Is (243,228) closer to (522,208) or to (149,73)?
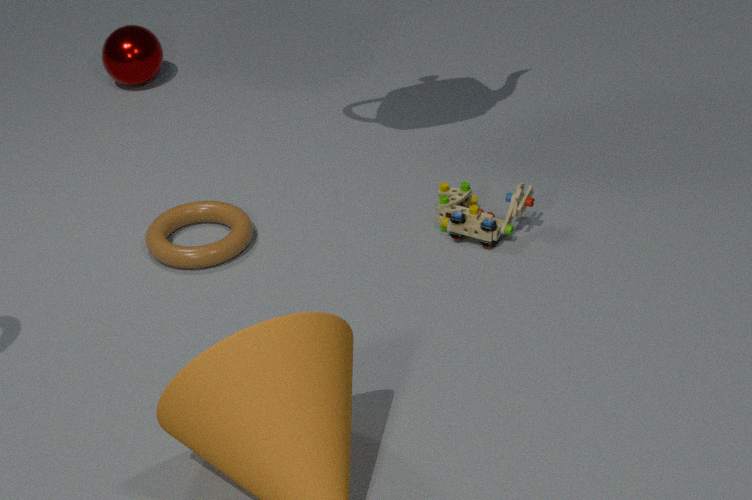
(522,208)
